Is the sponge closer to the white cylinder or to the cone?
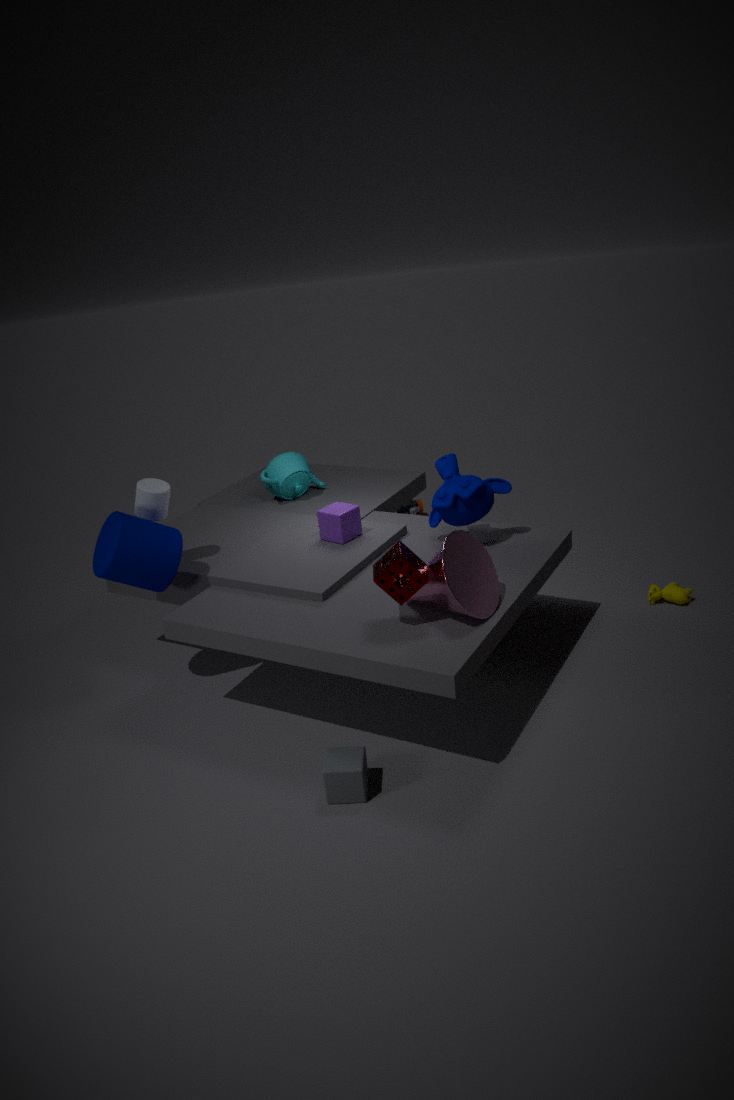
the cone
